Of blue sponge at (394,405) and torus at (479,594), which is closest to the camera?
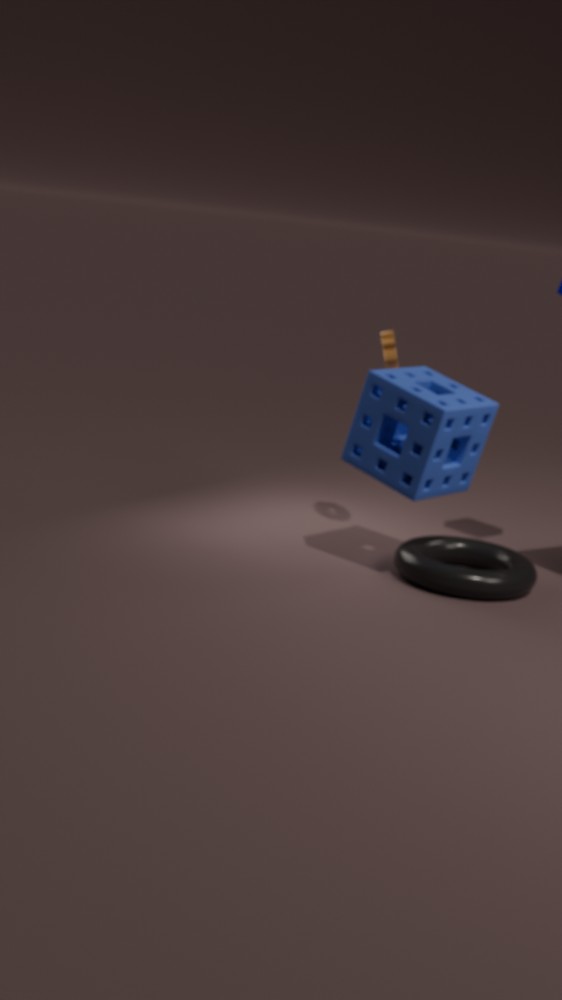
blue sponge at (394,405)
